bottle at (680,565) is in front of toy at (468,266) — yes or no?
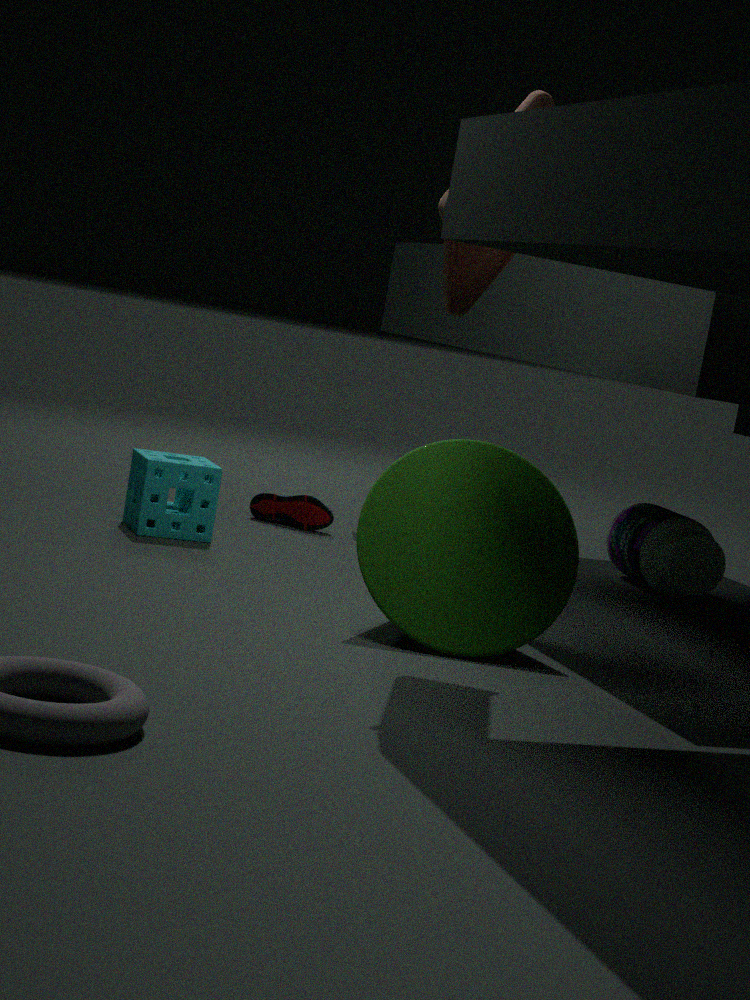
No
